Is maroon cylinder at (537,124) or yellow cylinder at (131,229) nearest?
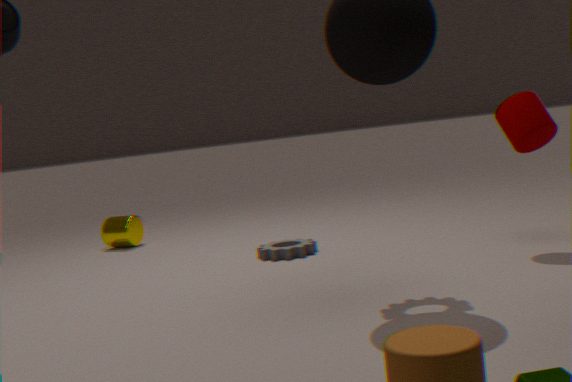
maroon cylinder at (537,124)
